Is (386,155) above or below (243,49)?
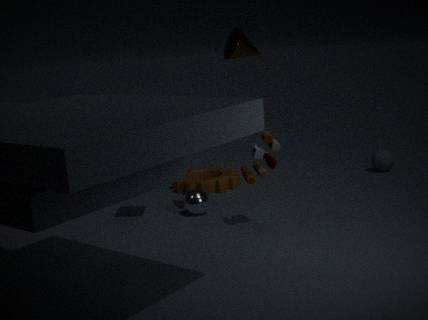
below
